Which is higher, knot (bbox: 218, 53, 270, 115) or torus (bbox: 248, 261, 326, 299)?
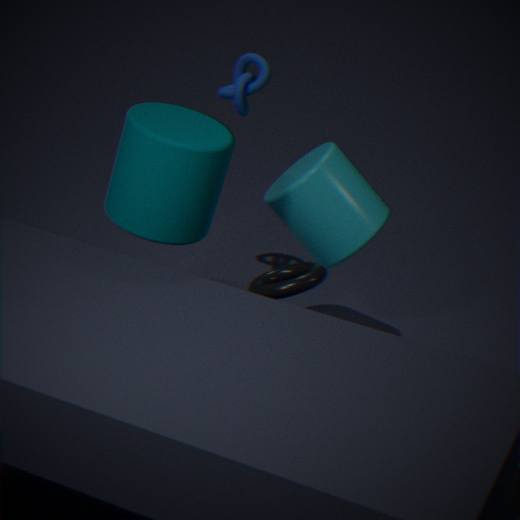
knot (bbox: 218, 53, 270, 115)
